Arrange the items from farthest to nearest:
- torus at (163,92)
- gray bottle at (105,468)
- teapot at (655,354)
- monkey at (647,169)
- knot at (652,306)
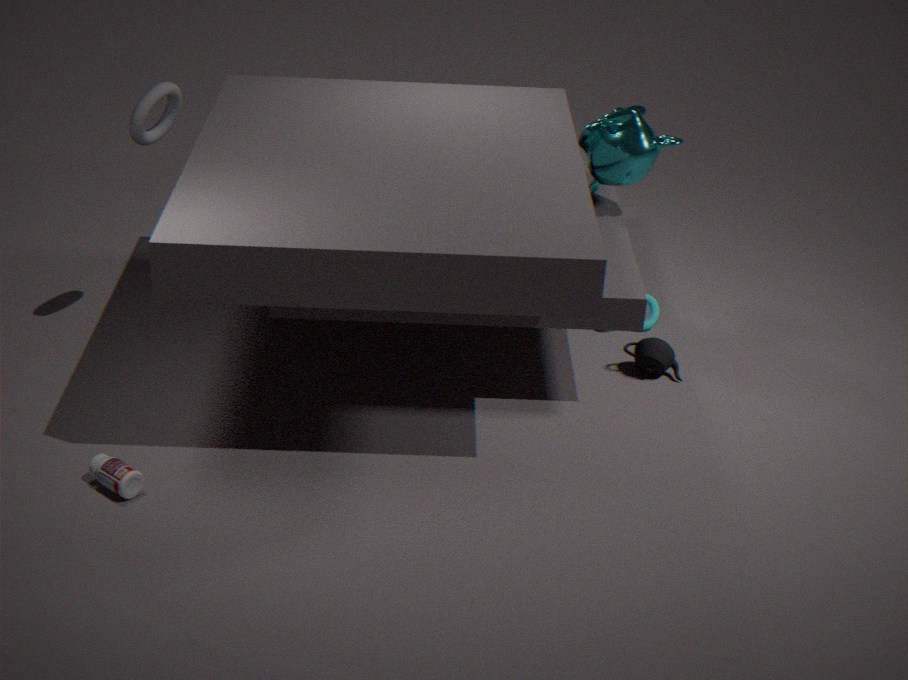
1. knot at (652,306)
2. monkey at (647,169)
3. teapot at (655,354)
4. torus at (163,92)
5. gray bottle at (105,468)
